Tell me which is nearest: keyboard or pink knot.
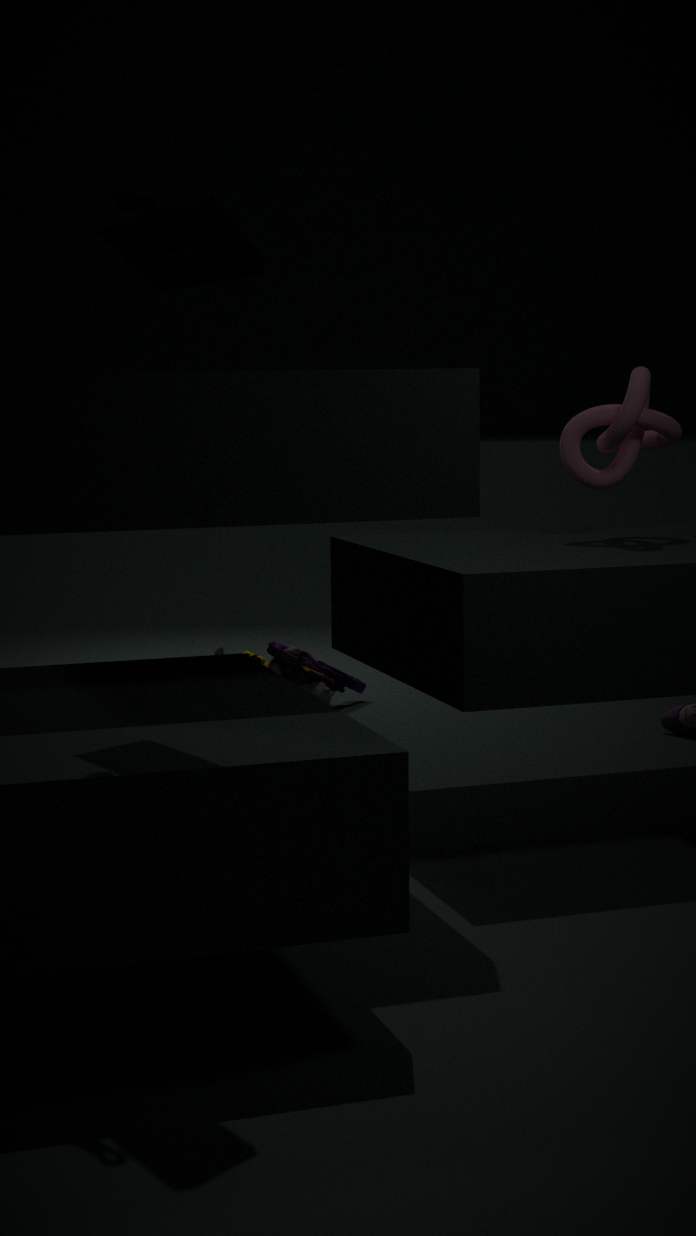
keyboard
